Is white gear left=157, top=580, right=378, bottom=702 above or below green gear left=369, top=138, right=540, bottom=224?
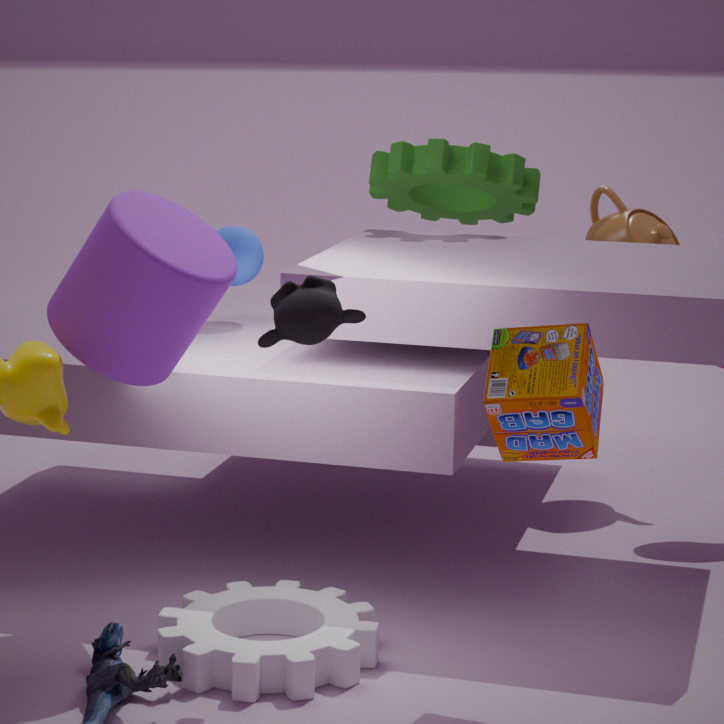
below
